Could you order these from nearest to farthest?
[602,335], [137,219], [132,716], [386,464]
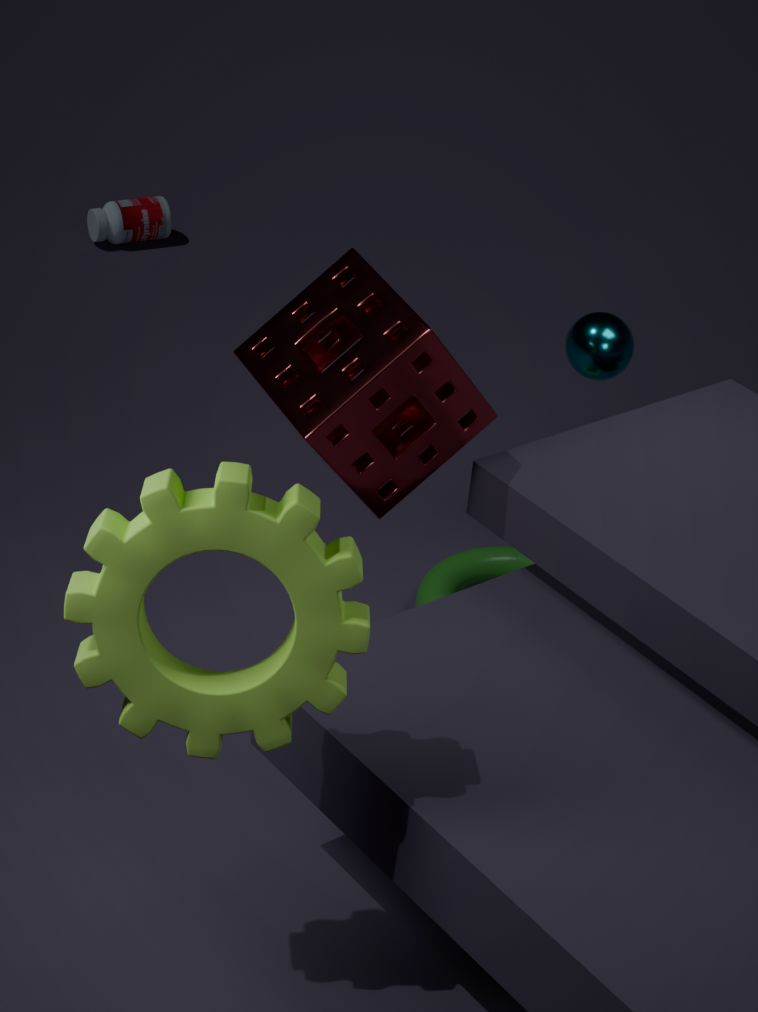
1. [132,716]
2. [386,464]
3. [602,335]
4. [137,219]
